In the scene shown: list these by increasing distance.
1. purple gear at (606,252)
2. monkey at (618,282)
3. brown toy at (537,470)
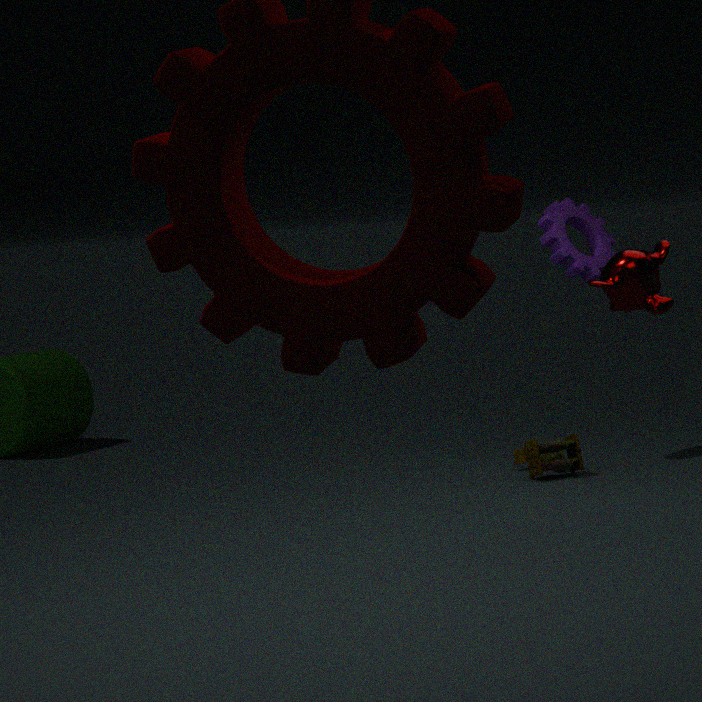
monkey at (618,282)
brown toy at (537,470)
purple gear at (606,252)
